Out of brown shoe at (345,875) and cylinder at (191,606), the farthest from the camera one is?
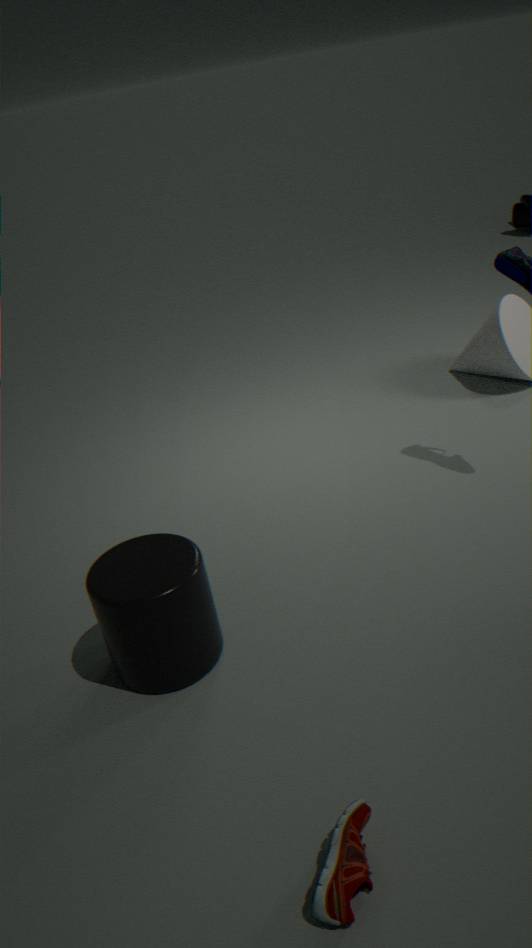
cylinder at (191,606)
